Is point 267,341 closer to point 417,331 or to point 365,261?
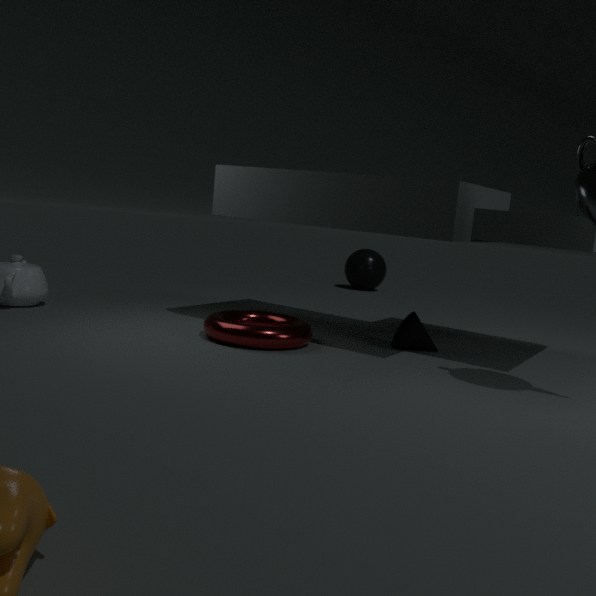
point 417,331
